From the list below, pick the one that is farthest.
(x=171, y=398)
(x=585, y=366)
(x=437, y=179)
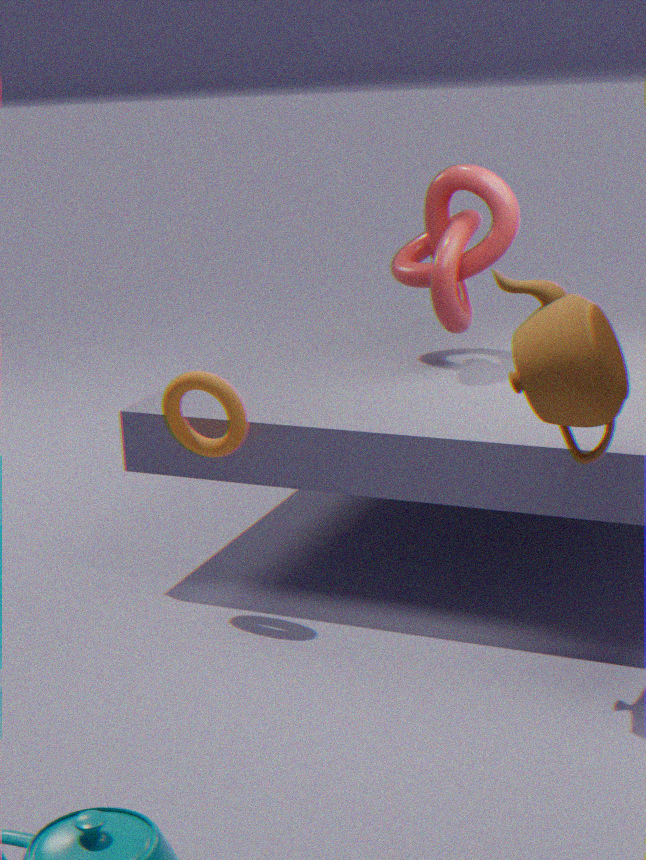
(x=437, y=179)
